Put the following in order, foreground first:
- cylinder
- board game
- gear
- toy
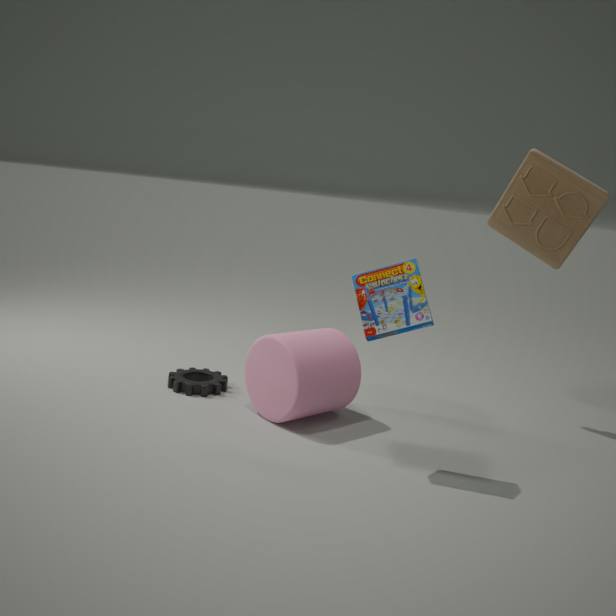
board game
cylinder
toy
gear
